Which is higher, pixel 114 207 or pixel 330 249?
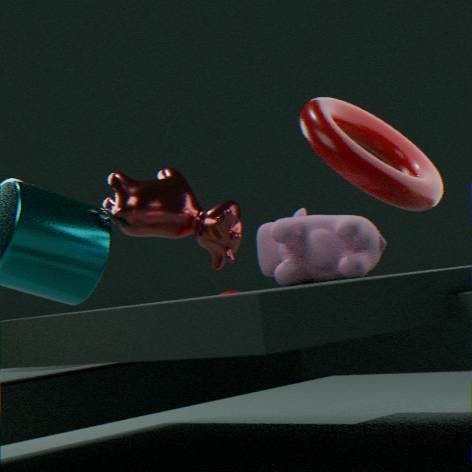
pixel 114 207
